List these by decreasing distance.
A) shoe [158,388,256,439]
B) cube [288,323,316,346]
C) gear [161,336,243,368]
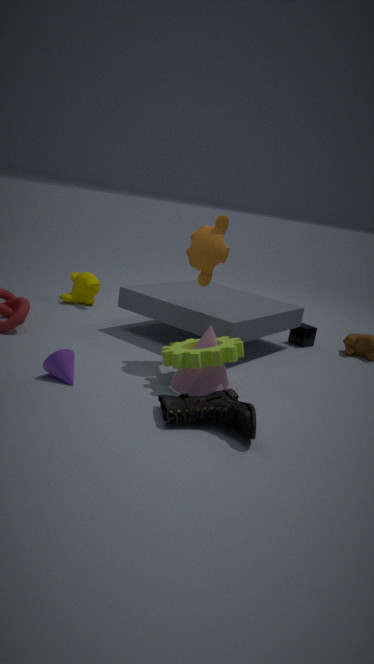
cube [288,323,316,346] → gear [161,336,243,368] → shoe [158,388,256,439]
